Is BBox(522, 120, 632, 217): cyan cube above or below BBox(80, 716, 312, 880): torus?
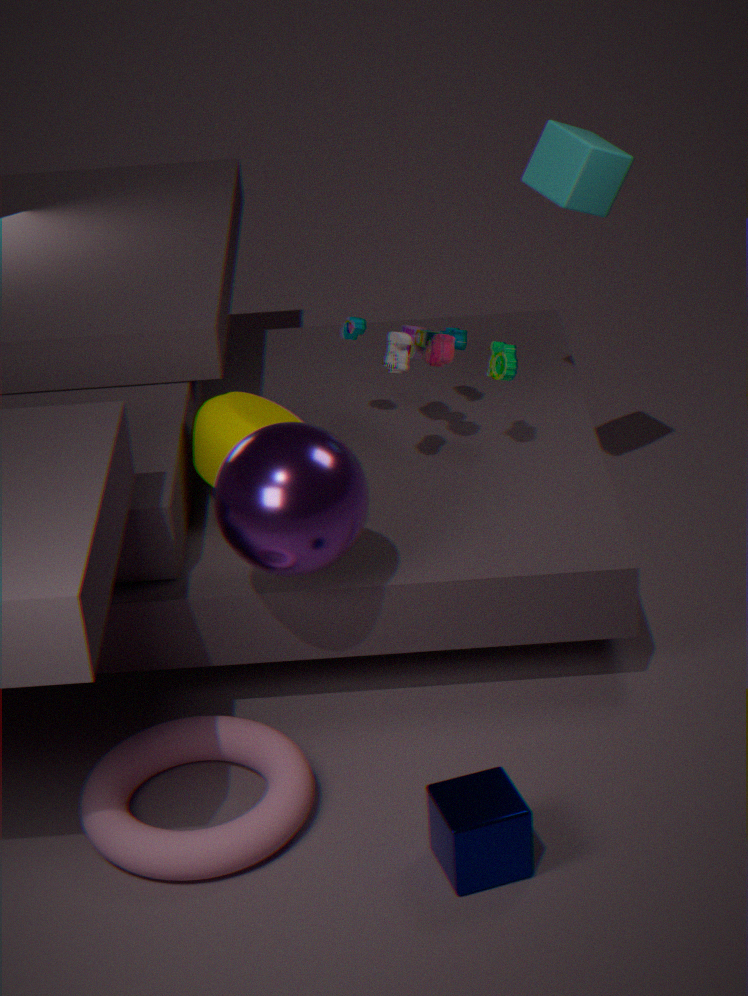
above
